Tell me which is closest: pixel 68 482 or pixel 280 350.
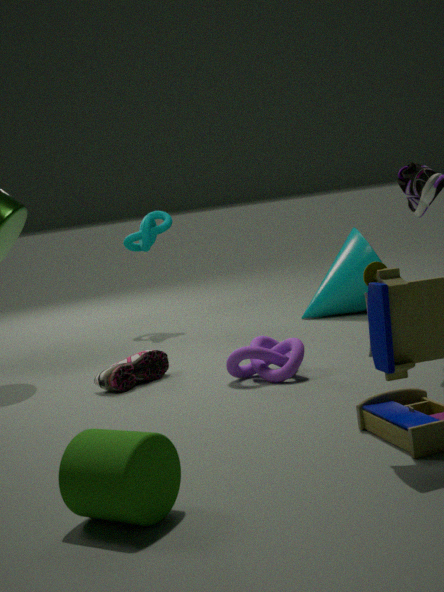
pixel 68 482
